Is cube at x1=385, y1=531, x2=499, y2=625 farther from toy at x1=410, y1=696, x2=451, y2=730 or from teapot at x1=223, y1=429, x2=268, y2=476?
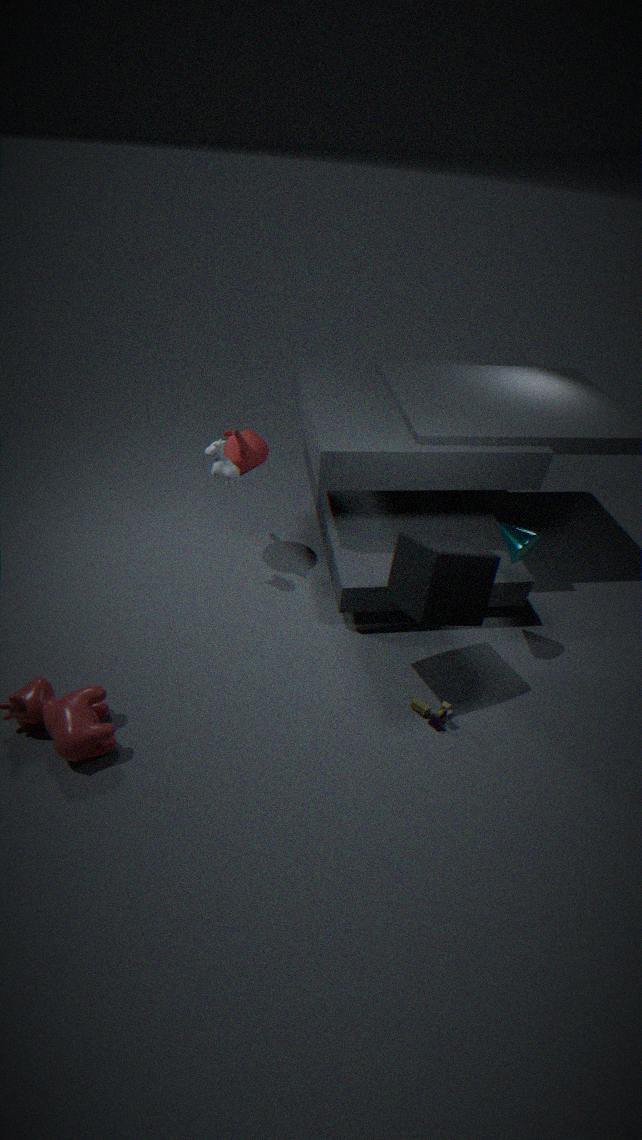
teapot at x1=223, y1=429, x2=268, y2=476
